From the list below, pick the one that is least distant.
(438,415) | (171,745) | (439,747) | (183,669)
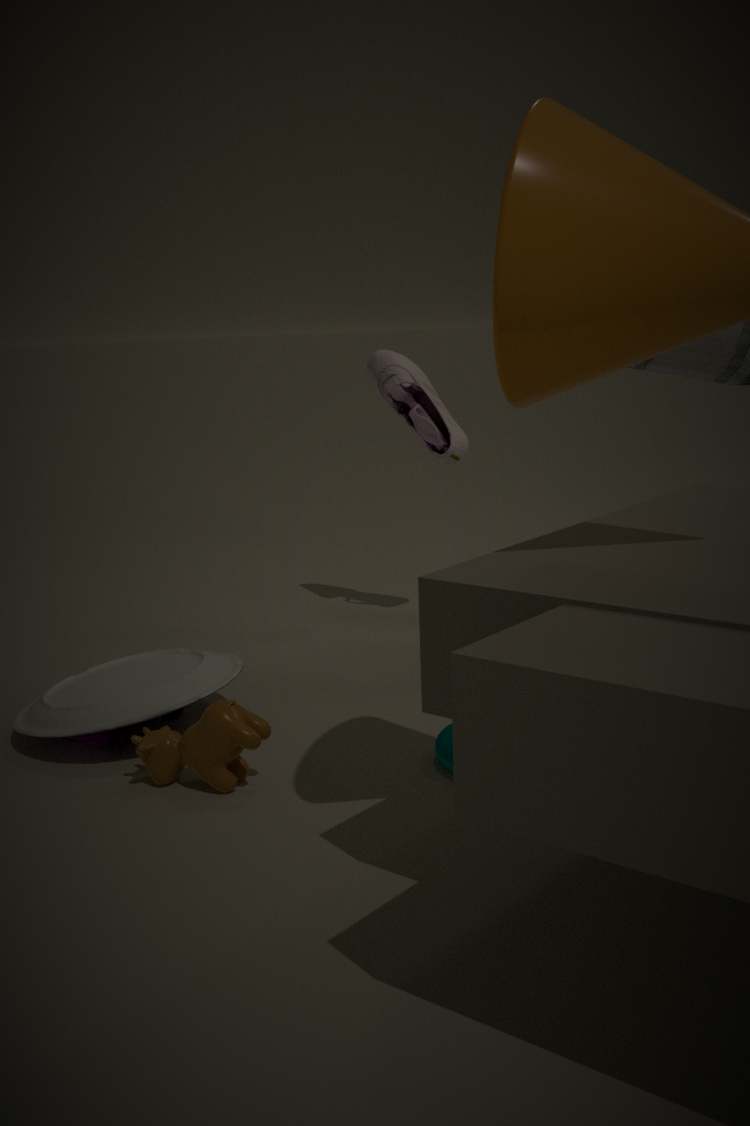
(171,745)
